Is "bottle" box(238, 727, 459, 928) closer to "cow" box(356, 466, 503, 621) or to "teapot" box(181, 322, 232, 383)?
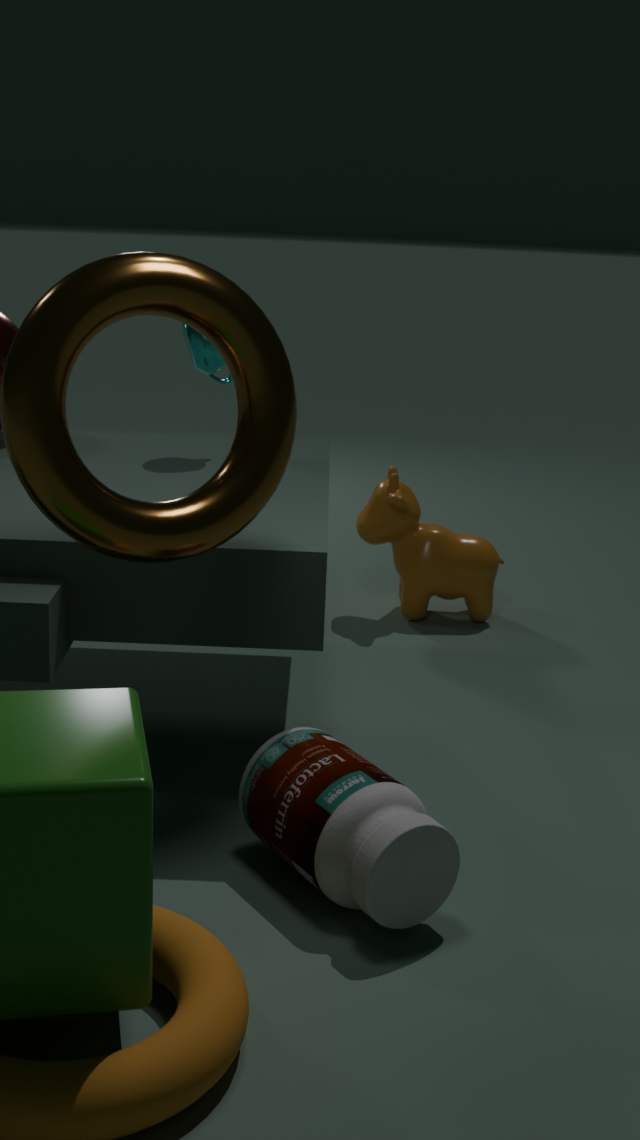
"teapot" box(181, 322, 232, 383)
